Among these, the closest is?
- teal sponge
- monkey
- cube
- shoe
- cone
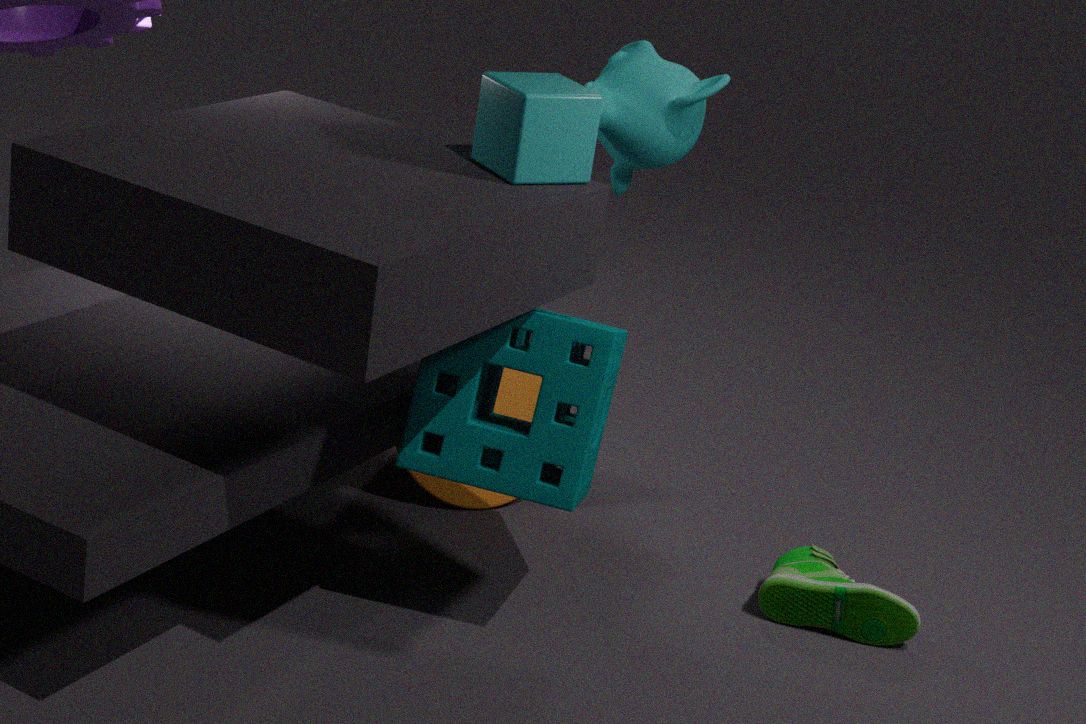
cube
